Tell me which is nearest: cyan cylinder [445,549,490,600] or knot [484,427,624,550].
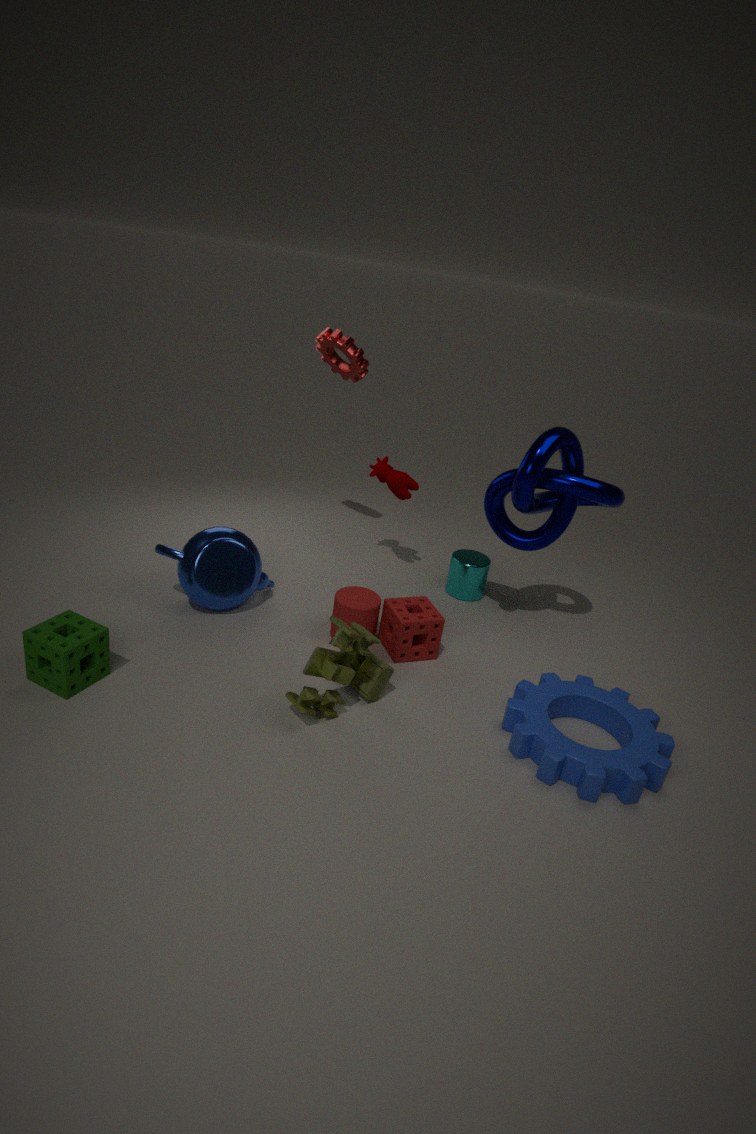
knot [484,427,624,550]
